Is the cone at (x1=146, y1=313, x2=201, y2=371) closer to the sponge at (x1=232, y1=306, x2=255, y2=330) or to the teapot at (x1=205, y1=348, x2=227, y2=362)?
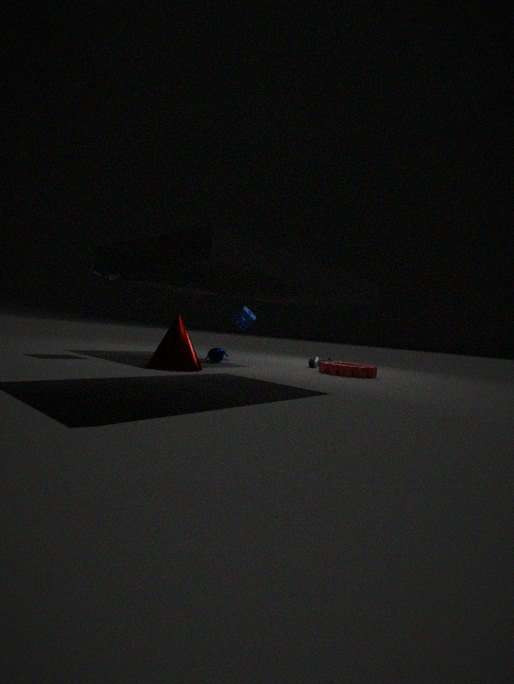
the teapot at (x1=205, y1=348, x2=227, y2=362)
